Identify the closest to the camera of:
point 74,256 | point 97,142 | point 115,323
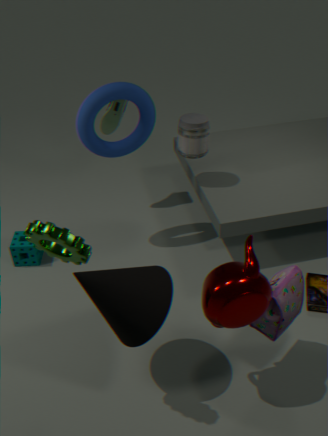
point 74,256
